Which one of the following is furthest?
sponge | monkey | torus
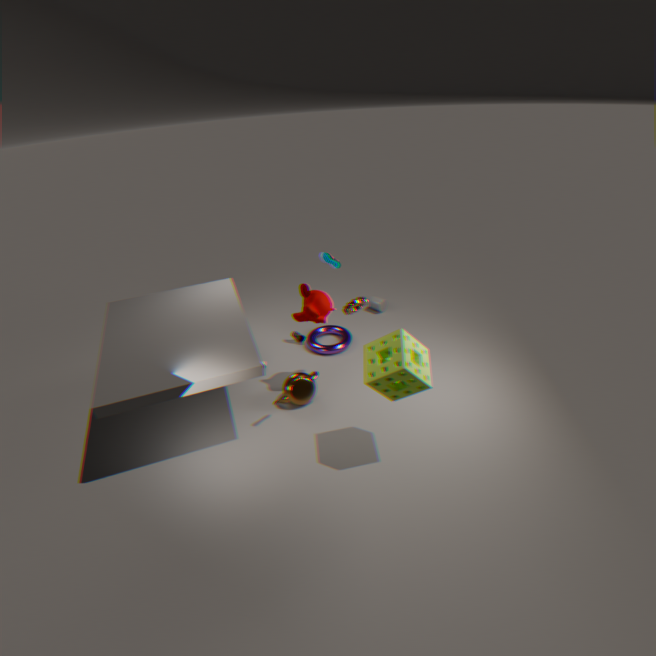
torus
